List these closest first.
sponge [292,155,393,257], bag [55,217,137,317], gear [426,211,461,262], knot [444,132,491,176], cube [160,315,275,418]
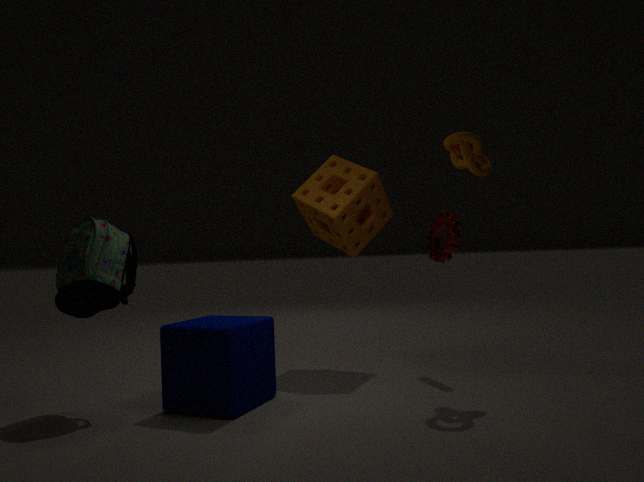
cube [160,315,275,418] → bag [55,217,137,317] → knot [444,132,491,176] → gear [426,211,461,262] → sponge [292,155,393,257]
